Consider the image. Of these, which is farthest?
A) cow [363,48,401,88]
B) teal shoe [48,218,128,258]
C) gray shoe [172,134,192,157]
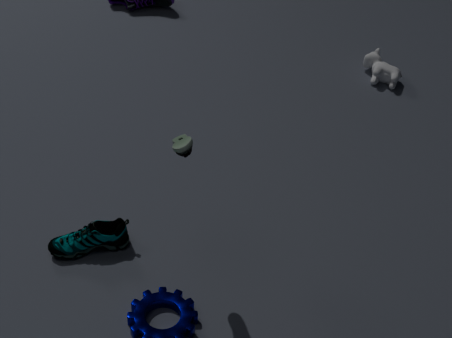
cow [363,48,401,88]
